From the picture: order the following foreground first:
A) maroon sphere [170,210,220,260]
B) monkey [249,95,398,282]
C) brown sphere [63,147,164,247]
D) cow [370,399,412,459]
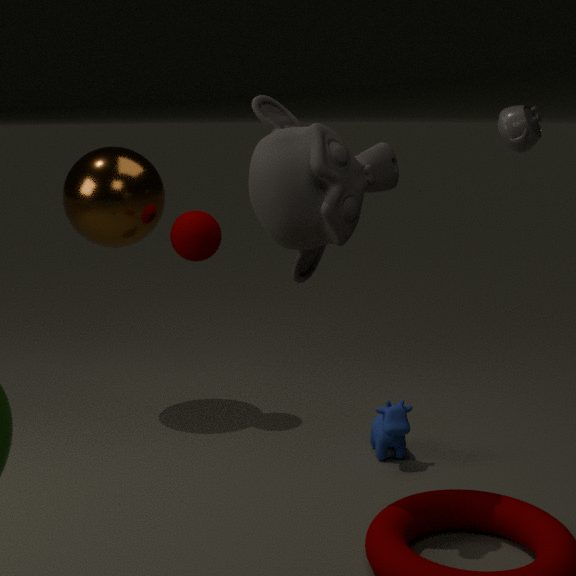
monkey [249,95,398,282] < cow [370,399,412,459] < brown sphere [63,147,164,247] < maroon sphere [170,210,220,260]
